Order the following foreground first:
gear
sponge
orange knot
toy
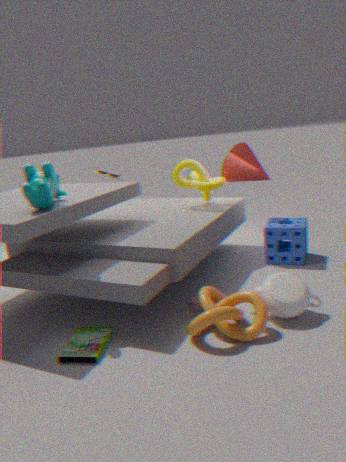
orange knot, gear, sponge, toy
